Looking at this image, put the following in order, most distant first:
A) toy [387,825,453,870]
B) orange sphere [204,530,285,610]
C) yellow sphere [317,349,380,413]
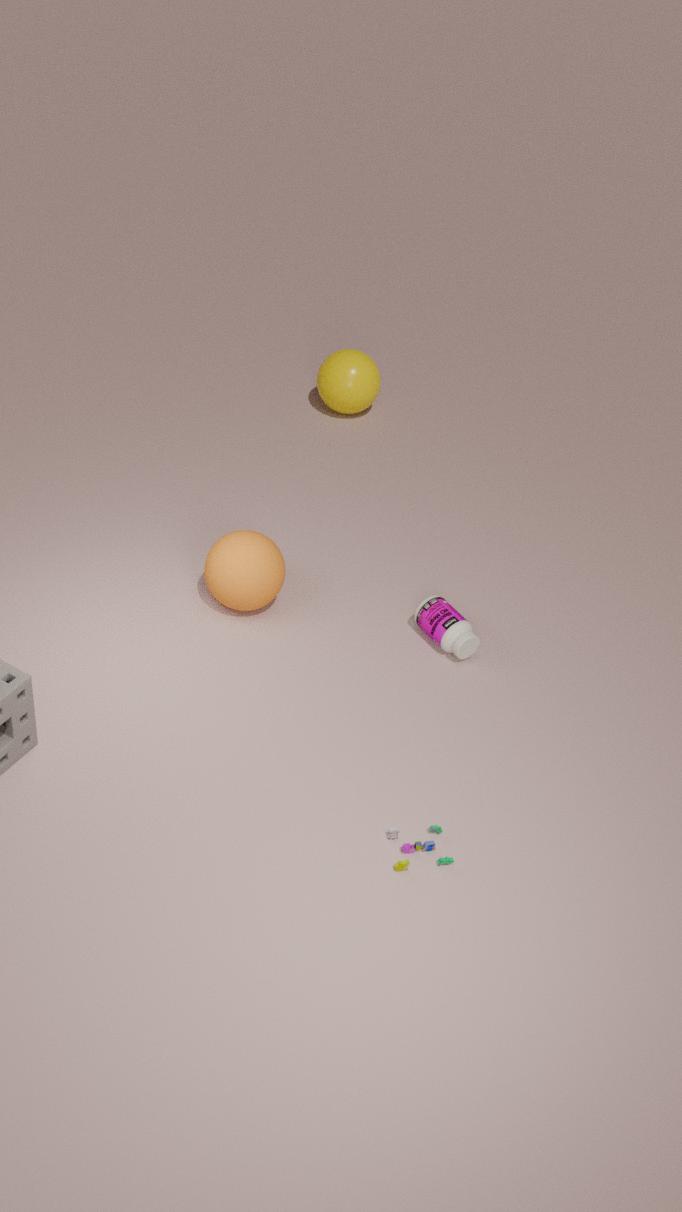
yellow sphere [317,349,380,413]
orange sphere [204,530,285,610]
toy [387,825,453,870]
